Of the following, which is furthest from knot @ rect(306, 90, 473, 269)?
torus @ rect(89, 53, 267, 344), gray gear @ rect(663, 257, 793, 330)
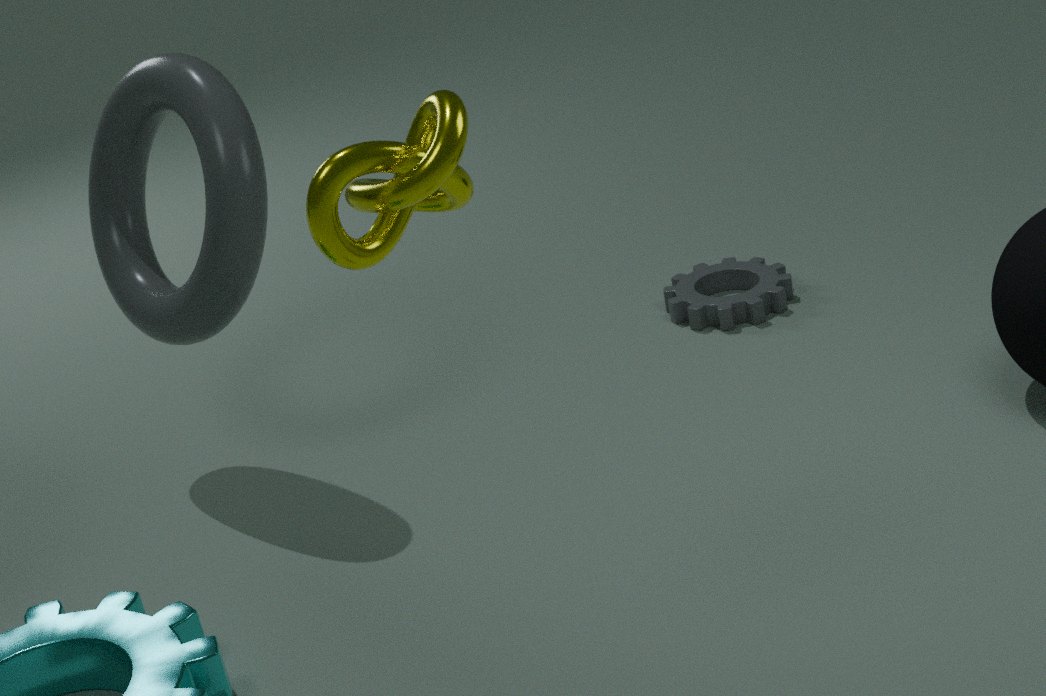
gray gear @ rect(663, 257, 793, 330)
